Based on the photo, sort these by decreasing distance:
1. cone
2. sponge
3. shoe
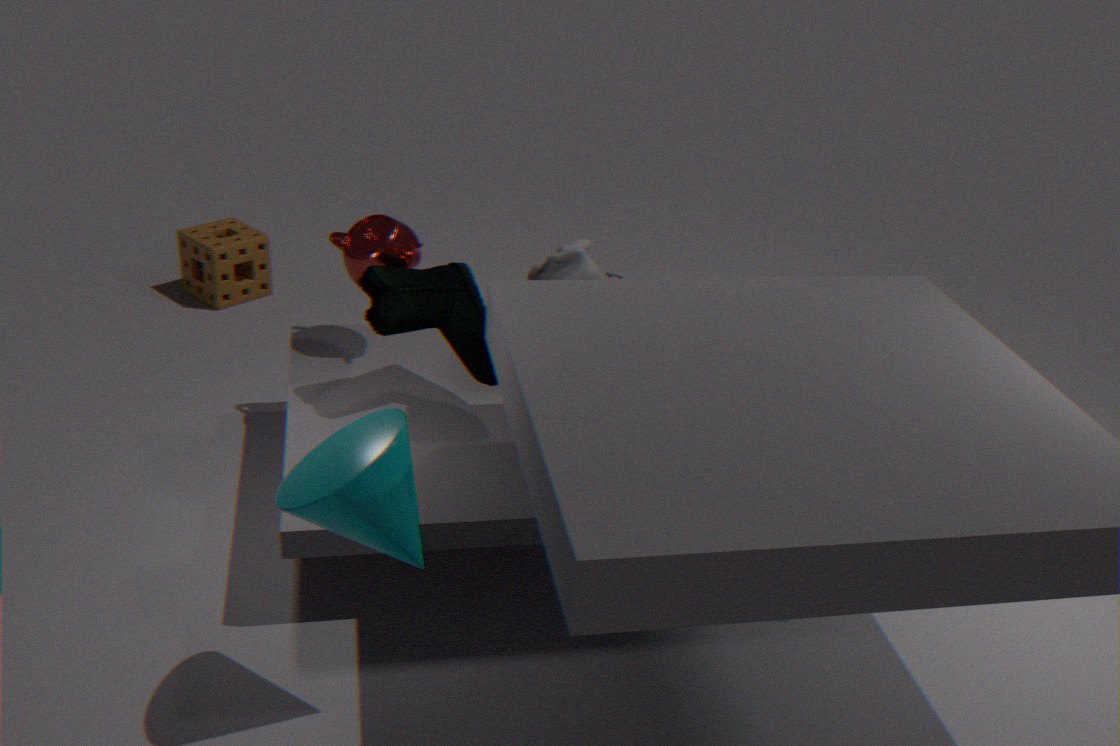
sponge → shoe → cone
